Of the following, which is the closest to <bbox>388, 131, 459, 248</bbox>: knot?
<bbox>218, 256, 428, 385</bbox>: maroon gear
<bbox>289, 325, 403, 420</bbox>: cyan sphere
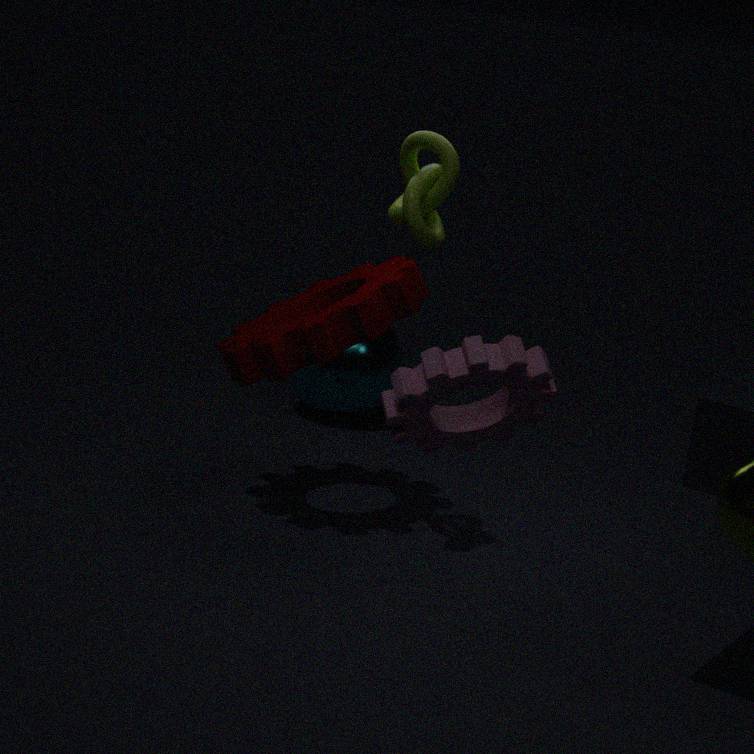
<bbox>218, 256, 428, 385</bbox>: maroon gear
